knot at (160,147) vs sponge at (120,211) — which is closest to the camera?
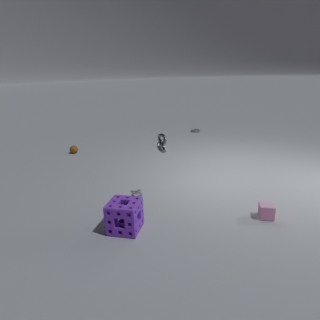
sponge at (120,211)
